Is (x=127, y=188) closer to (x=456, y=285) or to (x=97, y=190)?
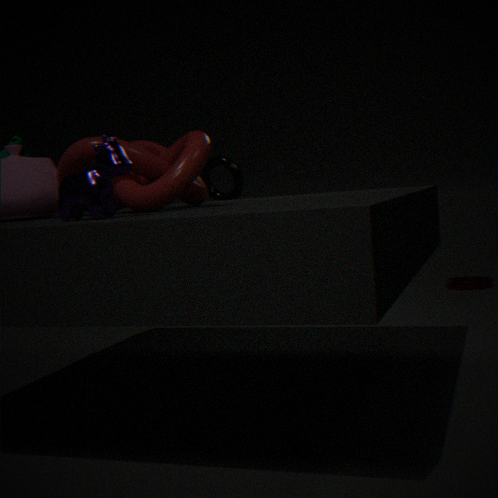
(x=97, y=190)
